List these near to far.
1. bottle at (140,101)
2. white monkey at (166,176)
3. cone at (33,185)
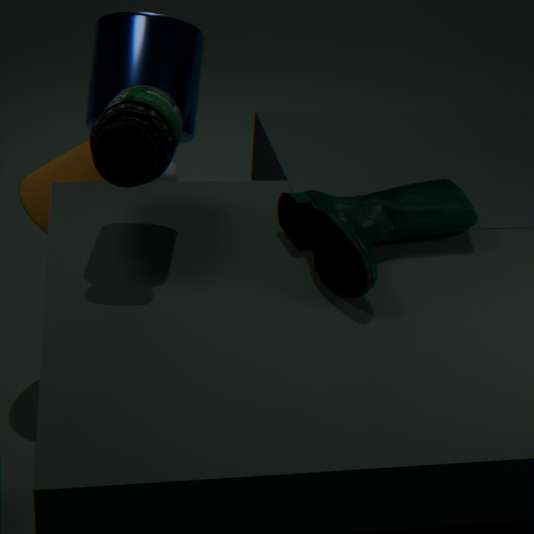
bottle at (140,101), cone at (33,185), white monkey at (166,176)
